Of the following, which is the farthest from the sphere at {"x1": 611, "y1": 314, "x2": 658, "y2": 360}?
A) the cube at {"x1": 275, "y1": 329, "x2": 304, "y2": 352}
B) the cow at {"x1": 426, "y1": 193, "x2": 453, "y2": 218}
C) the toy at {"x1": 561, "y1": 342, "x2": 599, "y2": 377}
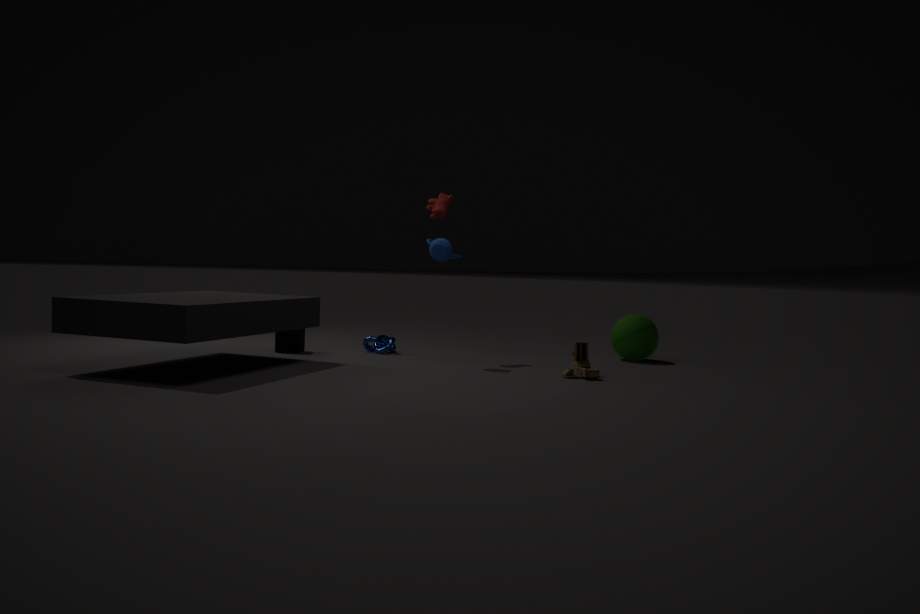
the cube at {"x1": 275, "y1": 329, "x2": 304, "y2": 352}
